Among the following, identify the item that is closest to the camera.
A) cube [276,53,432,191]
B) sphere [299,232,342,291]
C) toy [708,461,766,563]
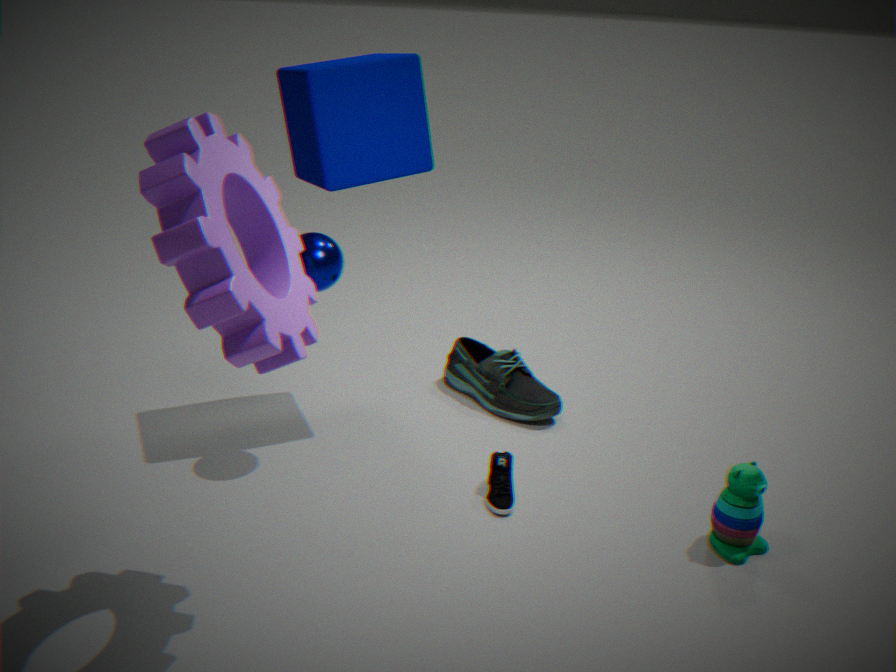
toy [708,461,766,563]
